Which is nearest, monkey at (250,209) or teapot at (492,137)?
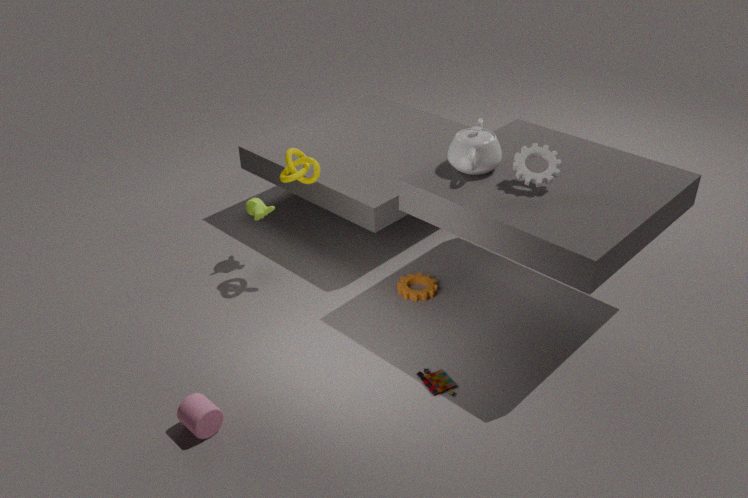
teapot at (492,137)
